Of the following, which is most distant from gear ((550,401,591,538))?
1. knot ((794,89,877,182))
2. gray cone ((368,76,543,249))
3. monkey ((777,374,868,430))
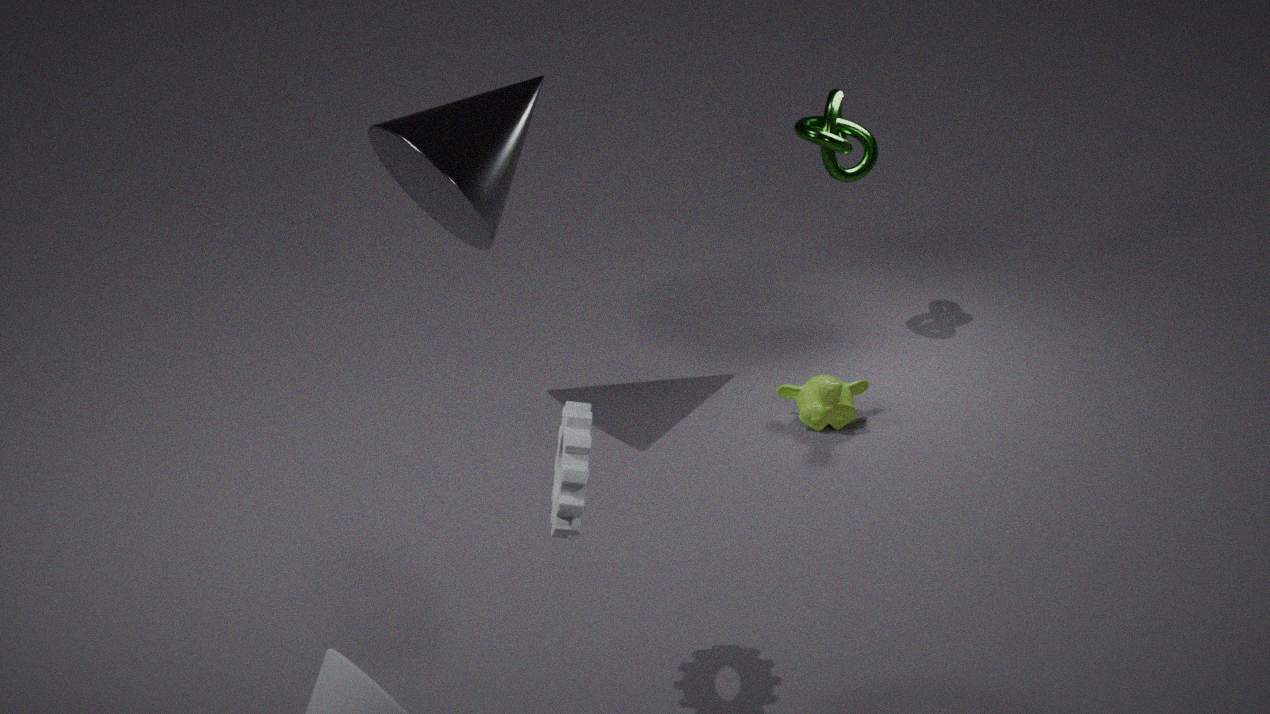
knot ((794,89,877,182))
